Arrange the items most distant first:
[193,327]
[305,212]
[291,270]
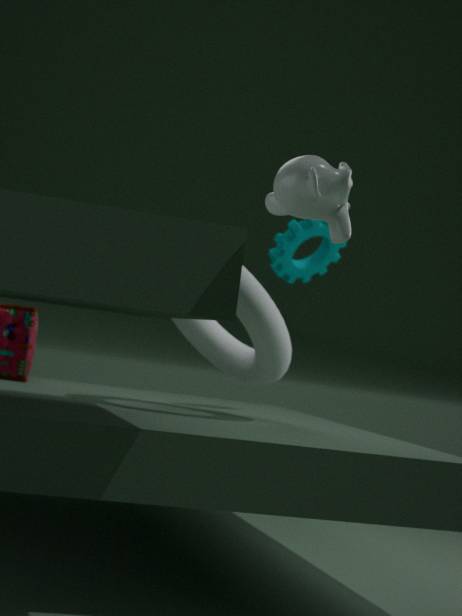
[291,270] < [193,327] < [305,212]
